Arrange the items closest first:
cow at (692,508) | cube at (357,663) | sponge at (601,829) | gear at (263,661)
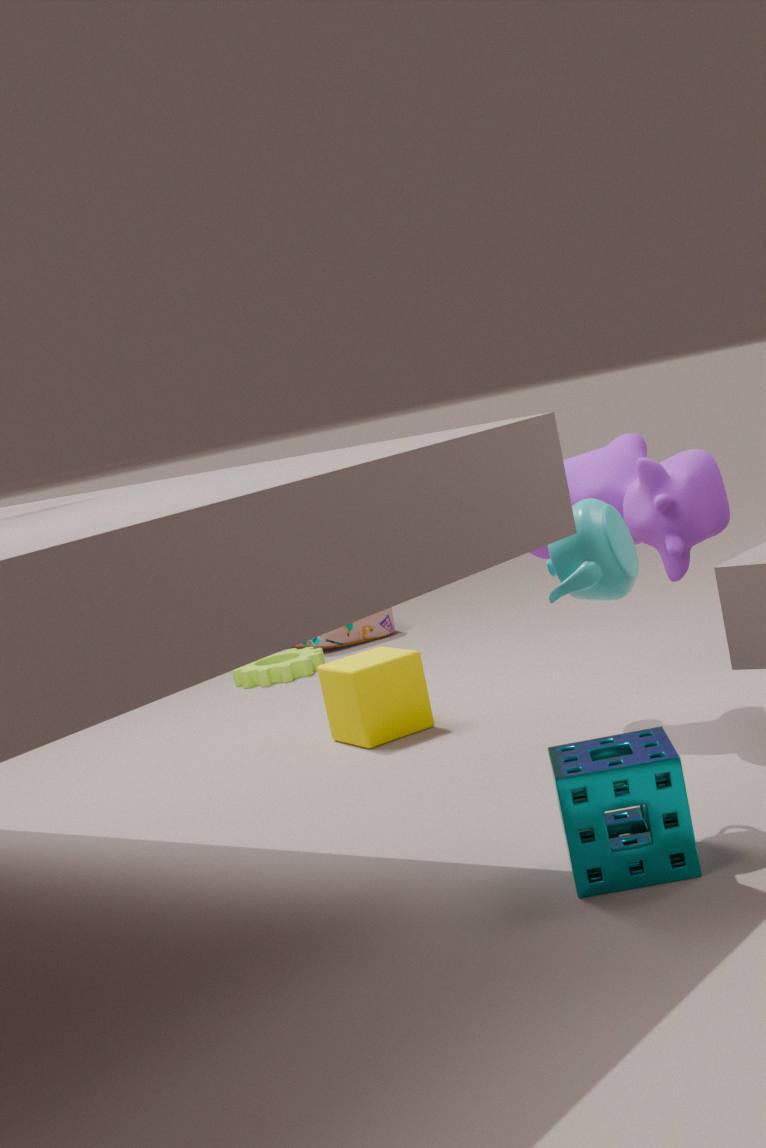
sponge at (601,829)
cow at (692,508)
cube at (357,663)
gear at (263,661)
